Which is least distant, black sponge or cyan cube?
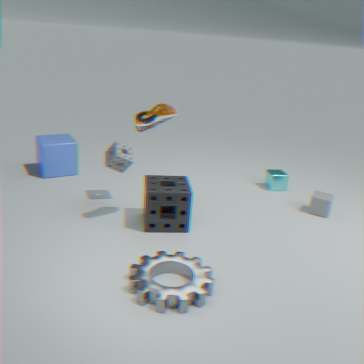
black sponge
